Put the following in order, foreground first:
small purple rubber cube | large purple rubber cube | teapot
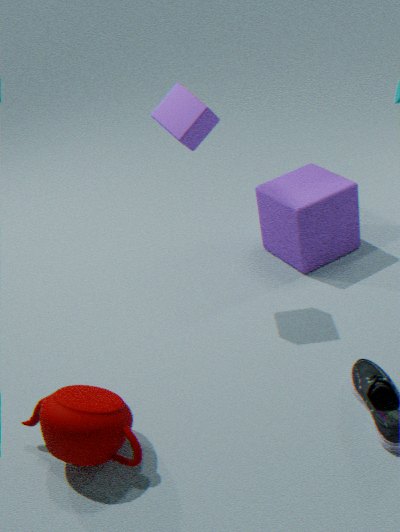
teapot, small purple rubber cube, large purple rubber cube
